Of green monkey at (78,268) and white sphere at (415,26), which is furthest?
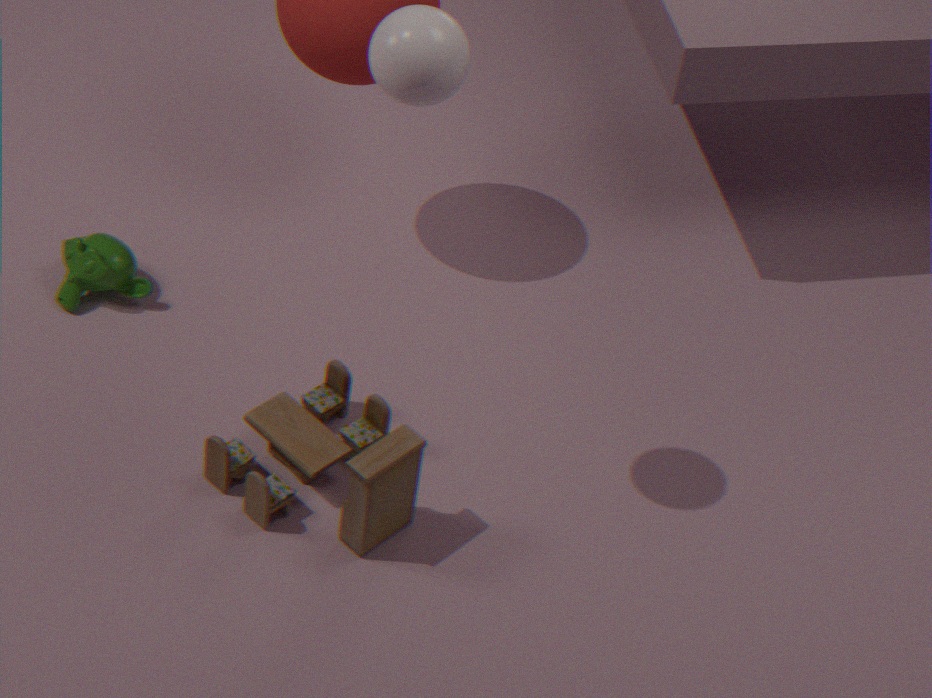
green monkey at (78,268)
